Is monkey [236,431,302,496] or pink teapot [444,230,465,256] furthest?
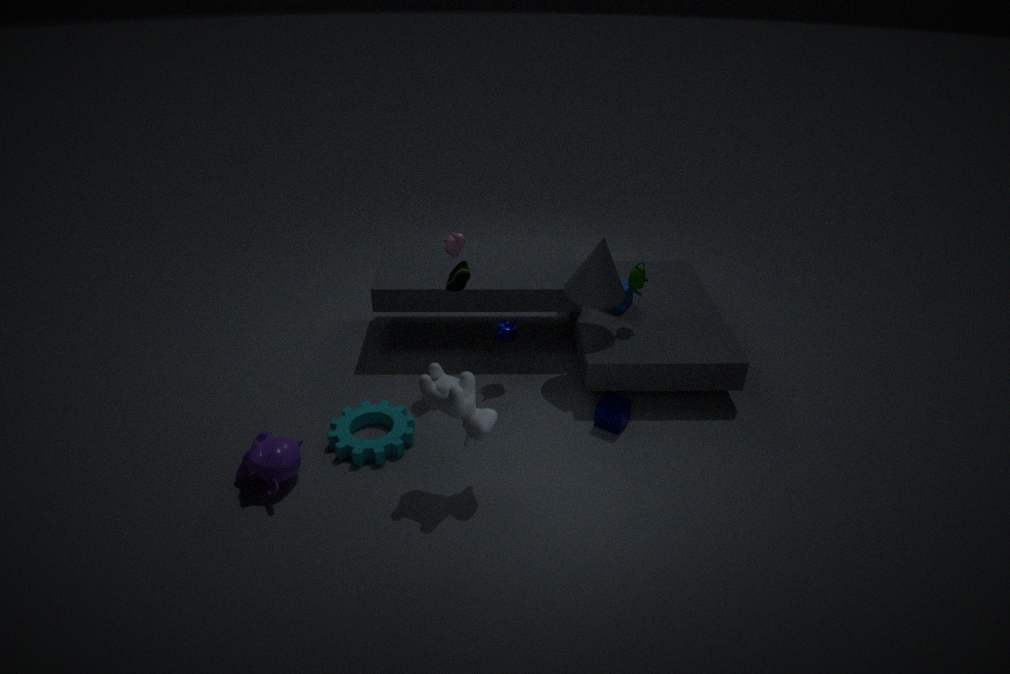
pink teapot [444,230,465,256]
